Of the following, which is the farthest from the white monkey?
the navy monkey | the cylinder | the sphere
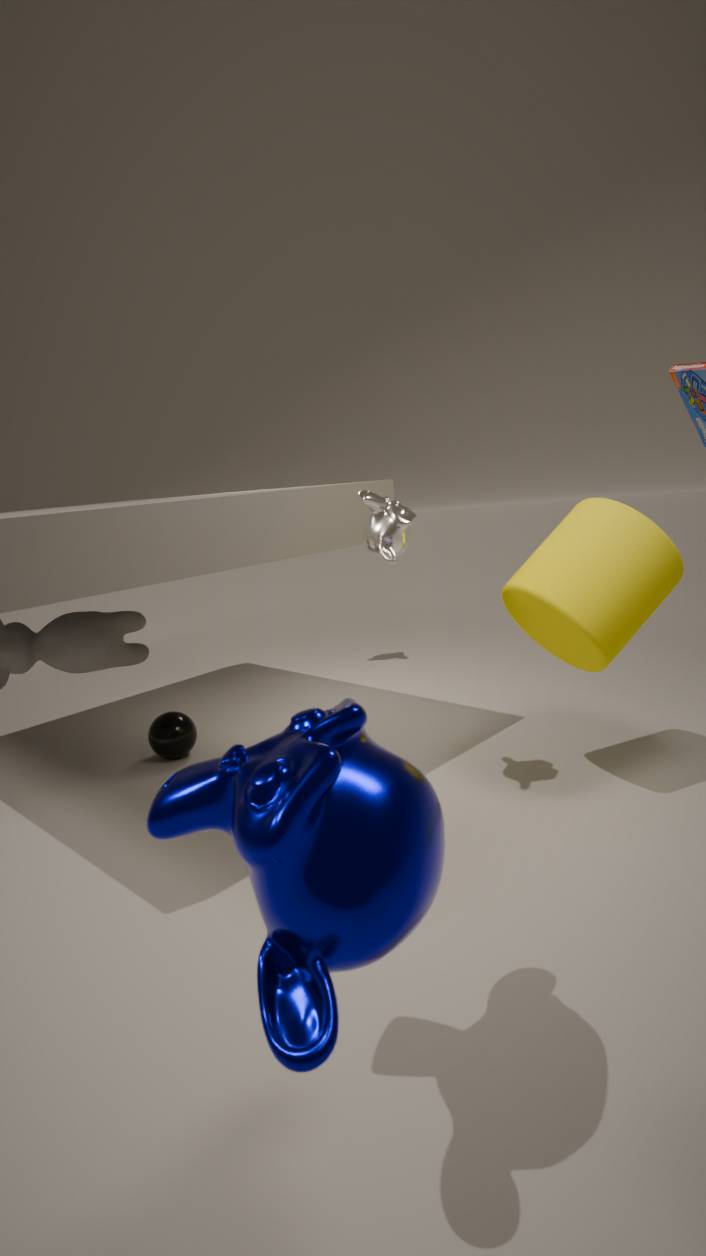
the sphere
